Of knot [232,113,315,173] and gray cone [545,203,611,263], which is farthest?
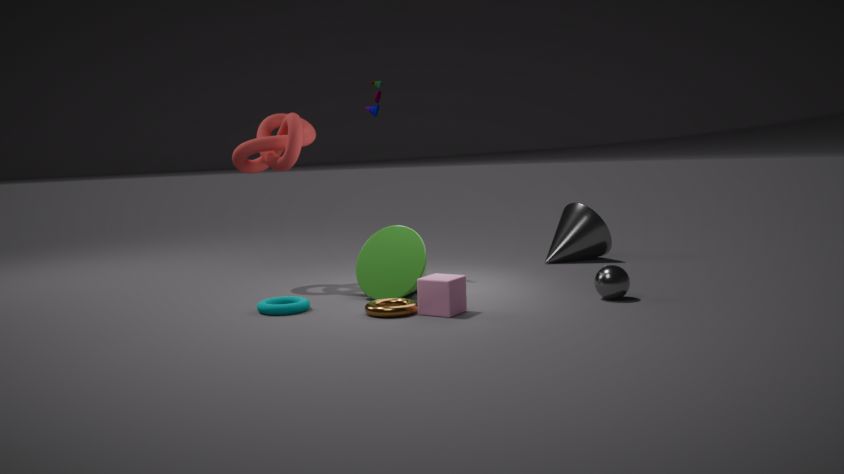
gray cone [545,203,611,263]
